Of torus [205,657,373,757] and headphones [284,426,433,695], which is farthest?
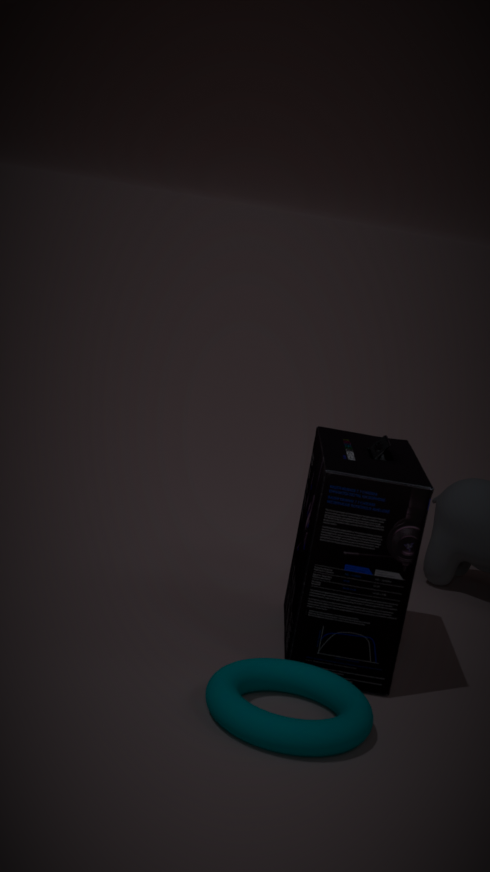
headphones [284,426,433,695]
